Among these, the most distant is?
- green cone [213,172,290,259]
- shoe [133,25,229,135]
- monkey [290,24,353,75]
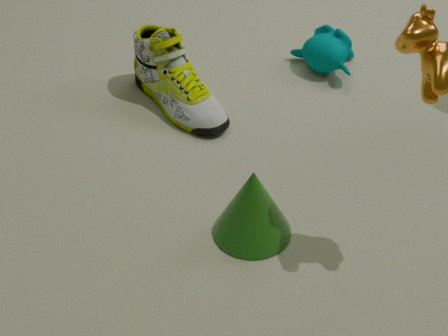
monkey [290,24,353,75]
